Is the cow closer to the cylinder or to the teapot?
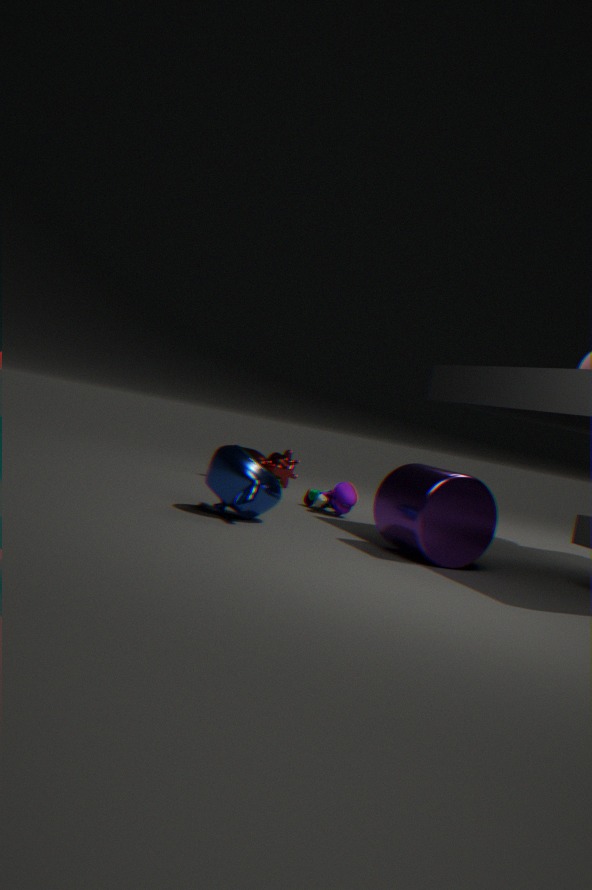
the teapot
